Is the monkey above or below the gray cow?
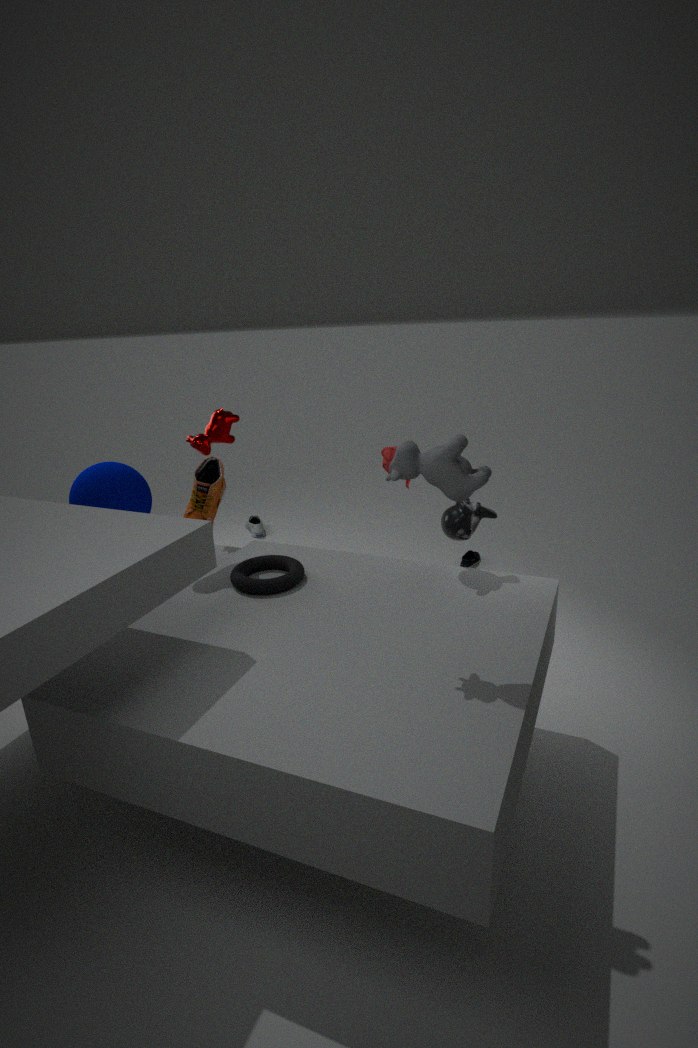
below
